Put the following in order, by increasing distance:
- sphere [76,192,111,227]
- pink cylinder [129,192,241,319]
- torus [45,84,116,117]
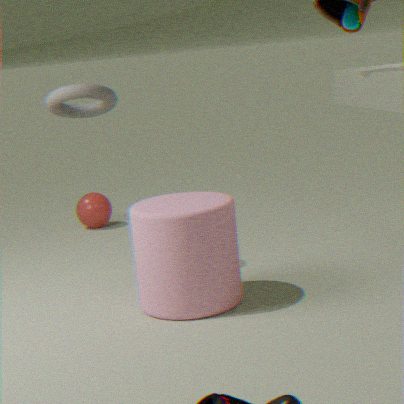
pink cylinder [129,192,241,319], torus [45,84,116,117], sphere [76,192,111,227]
